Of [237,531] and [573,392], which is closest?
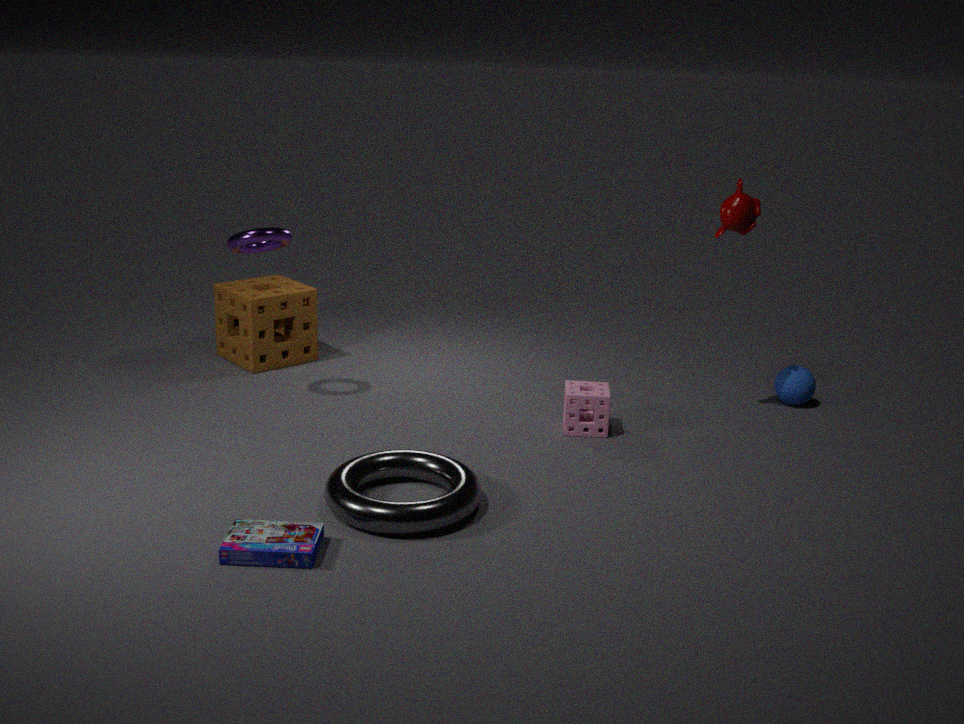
[237,531]
